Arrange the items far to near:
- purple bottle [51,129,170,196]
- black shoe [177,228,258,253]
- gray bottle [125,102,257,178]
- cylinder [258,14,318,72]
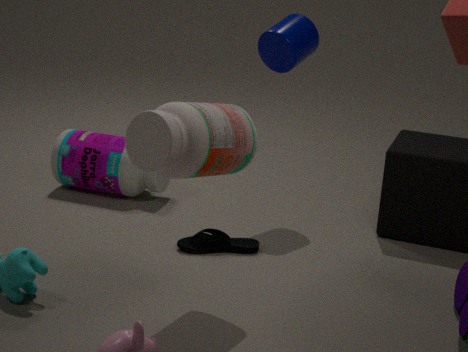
purple bottle [51,129,170,196] < cylinder [258,14,318,72] < black shoe [177,228,258,253] < gray bottle [125,102,257,178]
